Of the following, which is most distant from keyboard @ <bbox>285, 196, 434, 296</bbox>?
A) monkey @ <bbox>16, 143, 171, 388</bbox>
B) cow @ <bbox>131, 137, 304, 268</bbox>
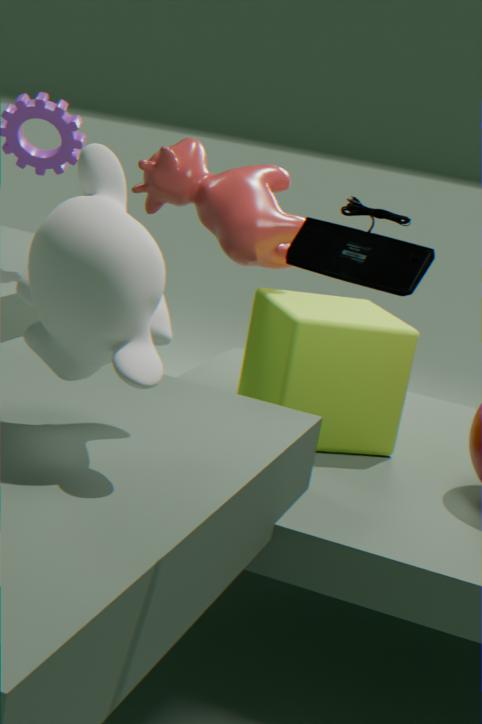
cow @ <bbox>131, 137, 304, 268</bbox>
